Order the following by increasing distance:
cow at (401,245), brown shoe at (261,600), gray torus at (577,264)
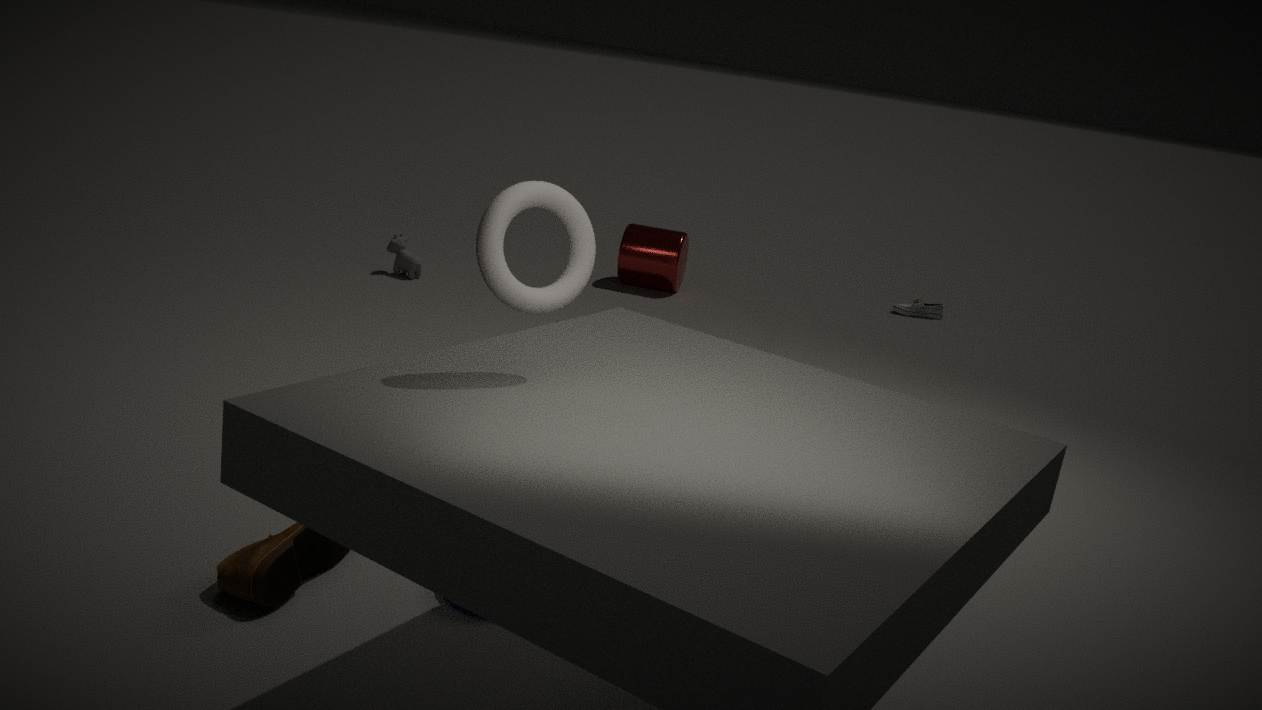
gray torus at (577,264) < brown shoe at (261,600) < cow at (401,245)
